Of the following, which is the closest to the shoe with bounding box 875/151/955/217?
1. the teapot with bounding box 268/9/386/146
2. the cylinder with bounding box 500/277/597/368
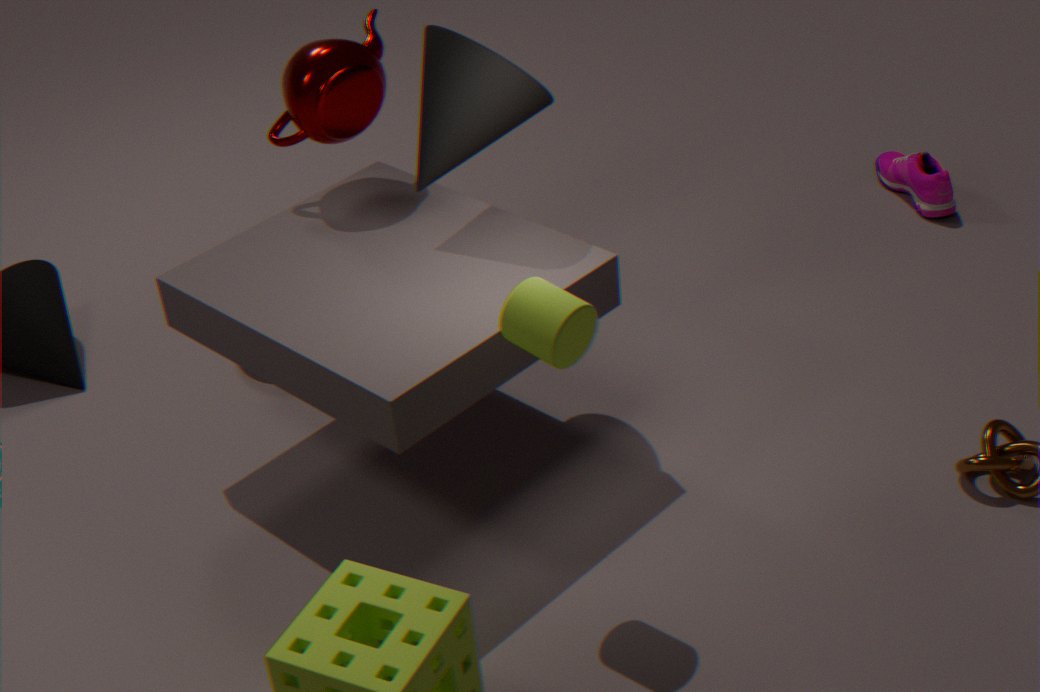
the teapot with bounding box 268/9/386/146
